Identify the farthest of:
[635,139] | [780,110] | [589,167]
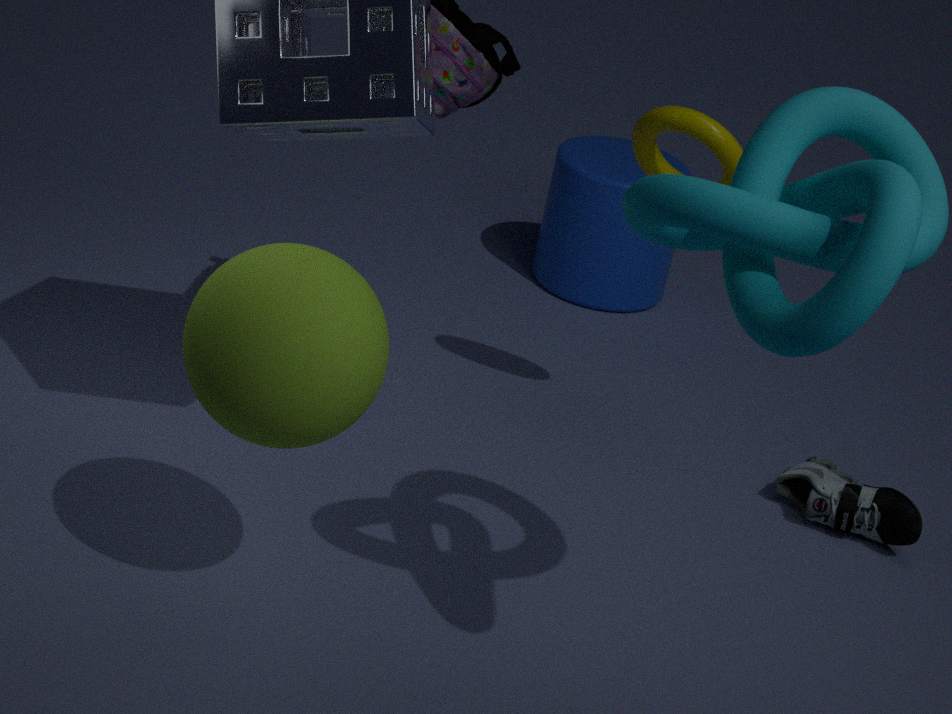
[589,167]
